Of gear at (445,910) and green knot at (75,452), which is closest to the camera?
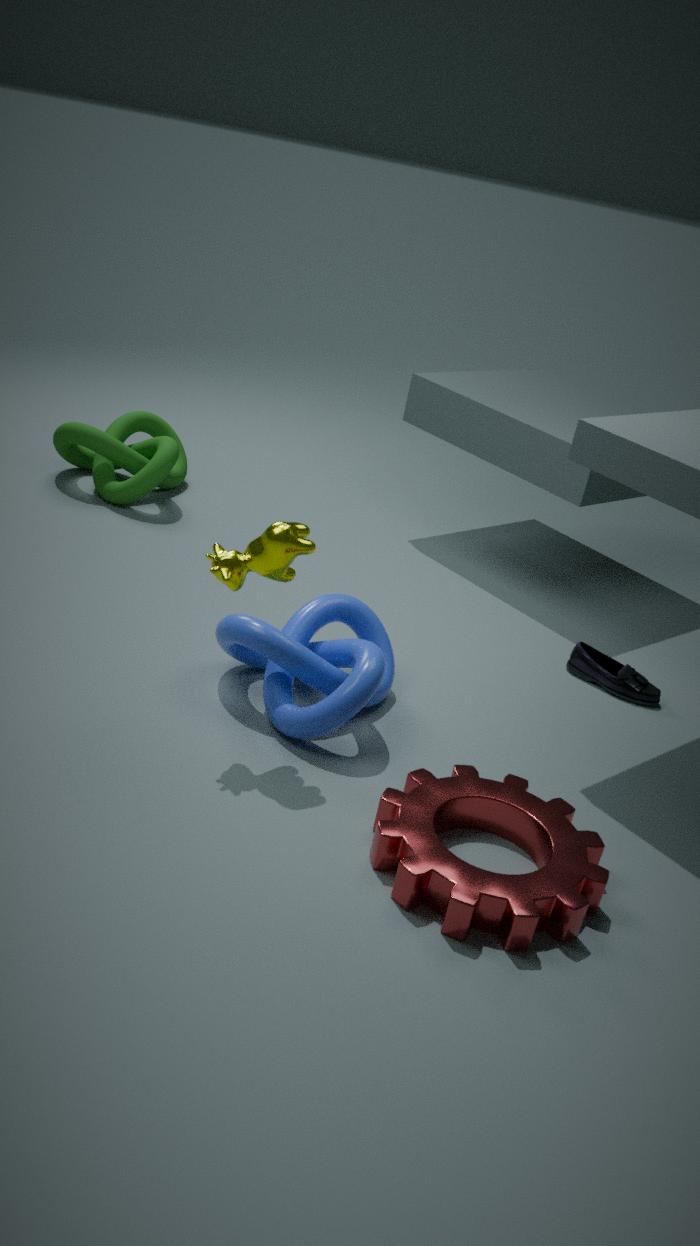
gear at (445,910)
